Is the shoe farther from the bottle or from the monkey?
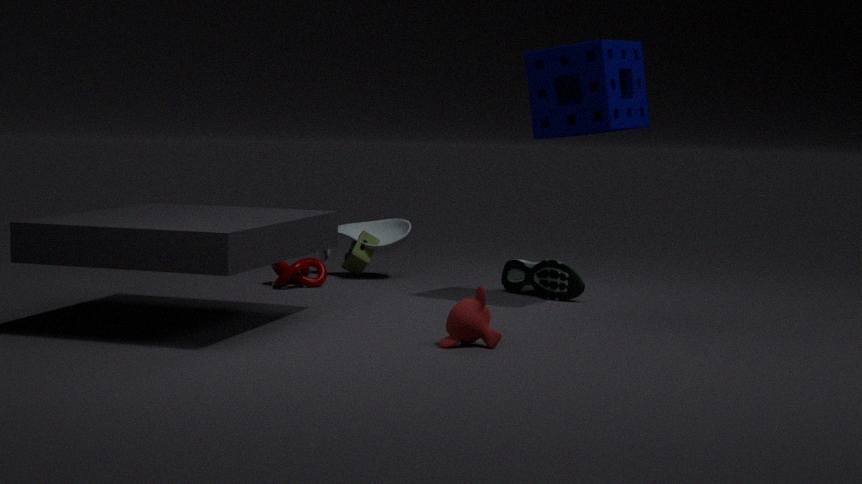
the monkey
